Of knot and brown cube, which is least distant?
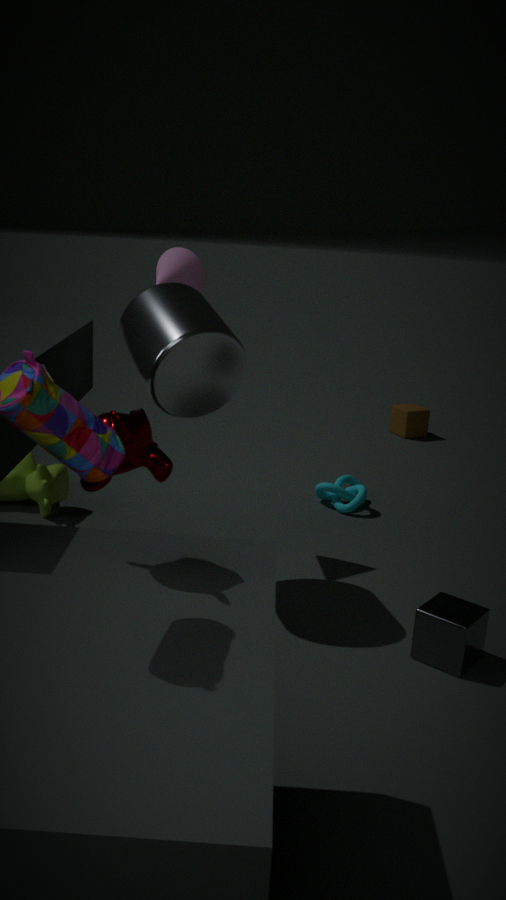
knot
